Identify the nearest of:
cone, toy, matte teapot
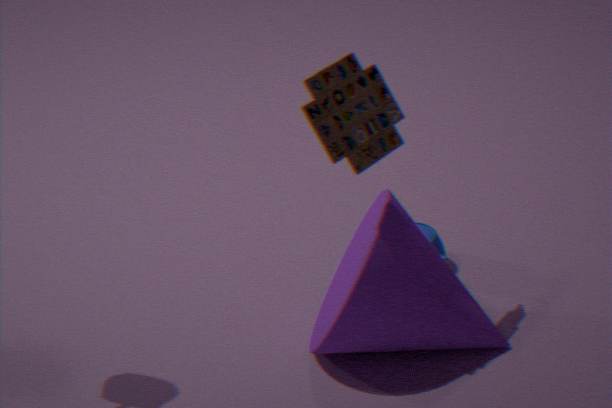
toy
